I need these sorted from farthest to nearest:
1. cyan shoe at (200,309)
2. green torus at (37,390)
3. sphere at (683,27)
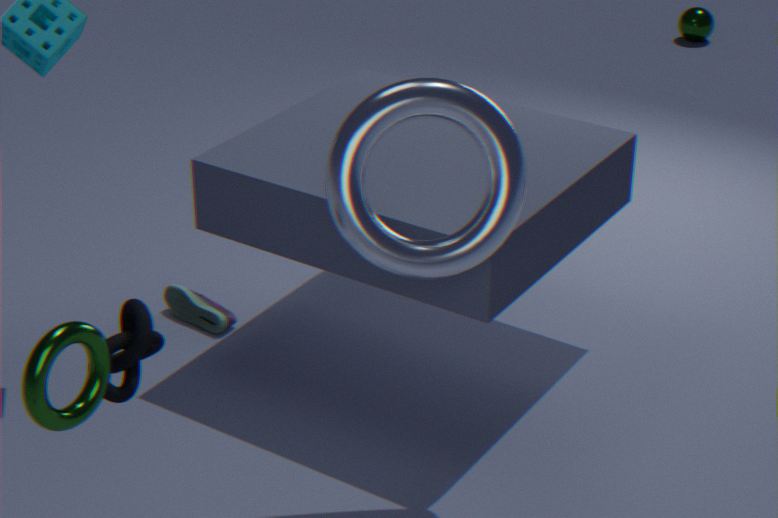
sphere at (683,27) < cyan shoe at (200,309) < green torus at (37,390)
